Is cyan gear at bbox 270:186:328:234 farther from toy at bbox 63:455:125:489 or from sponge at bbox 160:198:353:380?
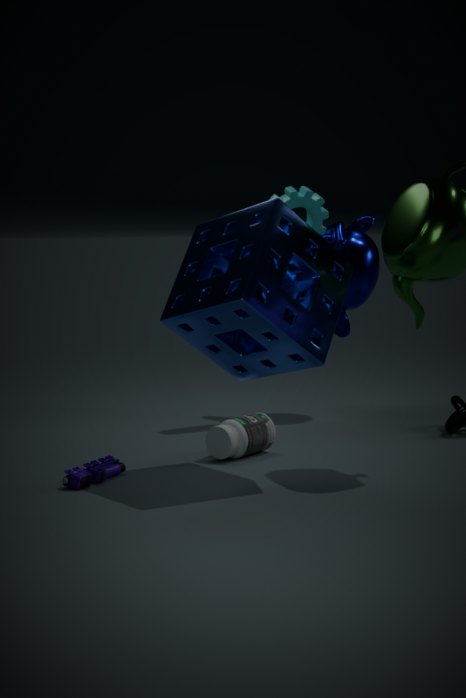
toy at bbox 63:455:125:489
